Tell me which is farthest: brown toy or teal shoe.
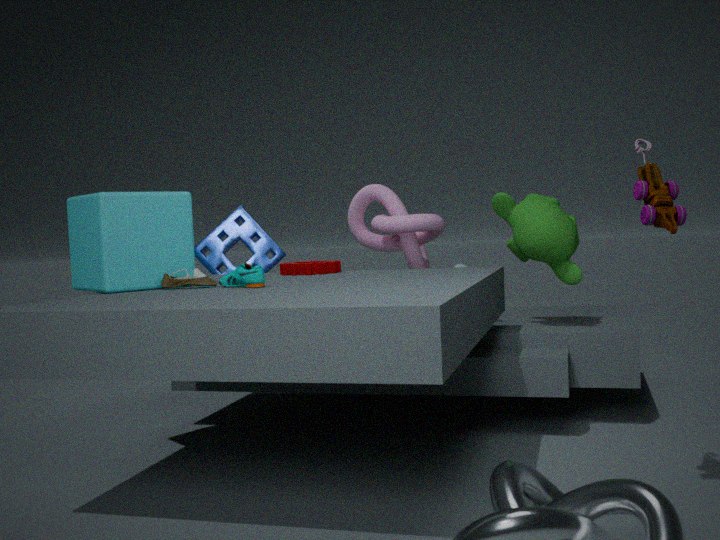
teal shoe
